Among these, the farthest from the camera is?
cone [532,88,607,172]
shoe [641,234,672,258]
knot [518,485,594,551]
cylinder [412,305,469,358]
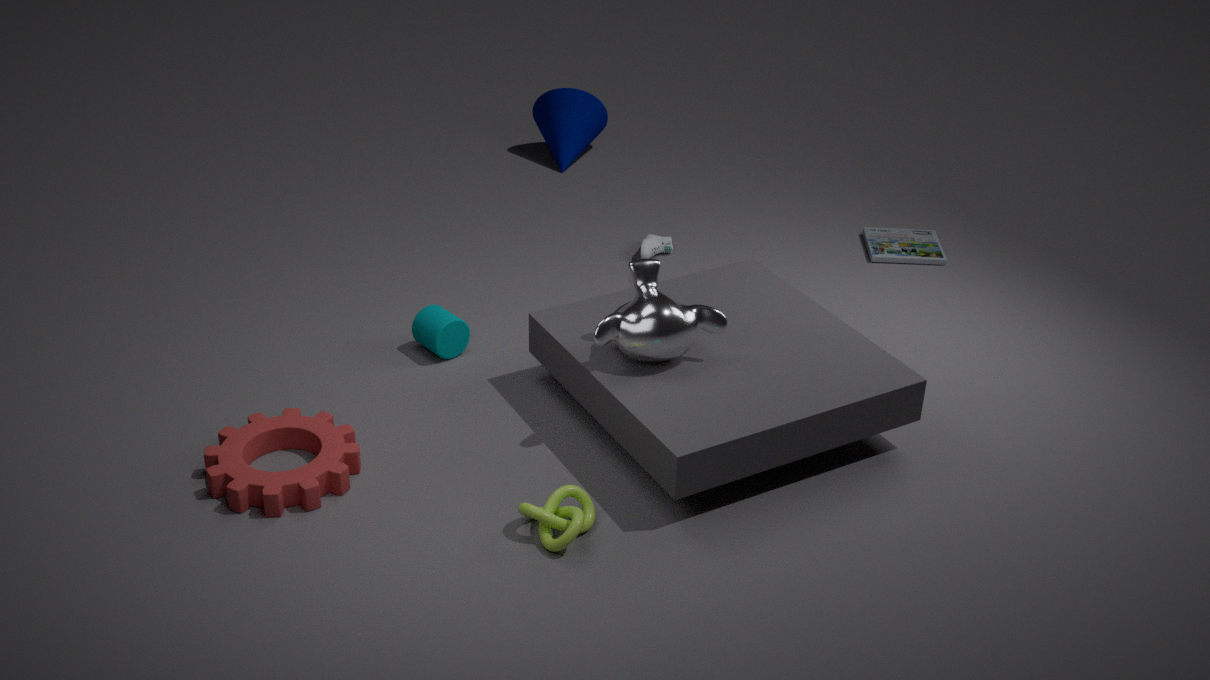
cone [532,88,607,172]
